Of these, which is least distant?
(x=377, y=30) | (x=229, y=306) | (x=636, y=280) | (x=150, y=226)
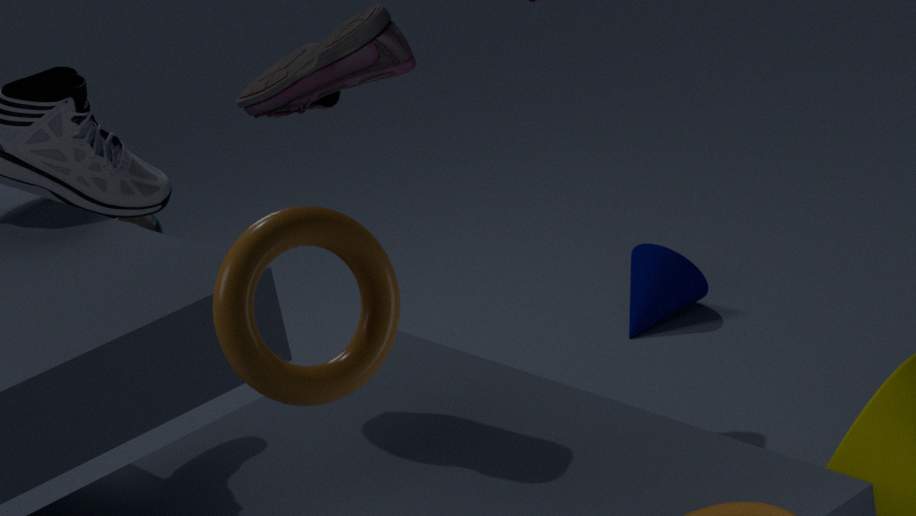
(x=229, y=306)
